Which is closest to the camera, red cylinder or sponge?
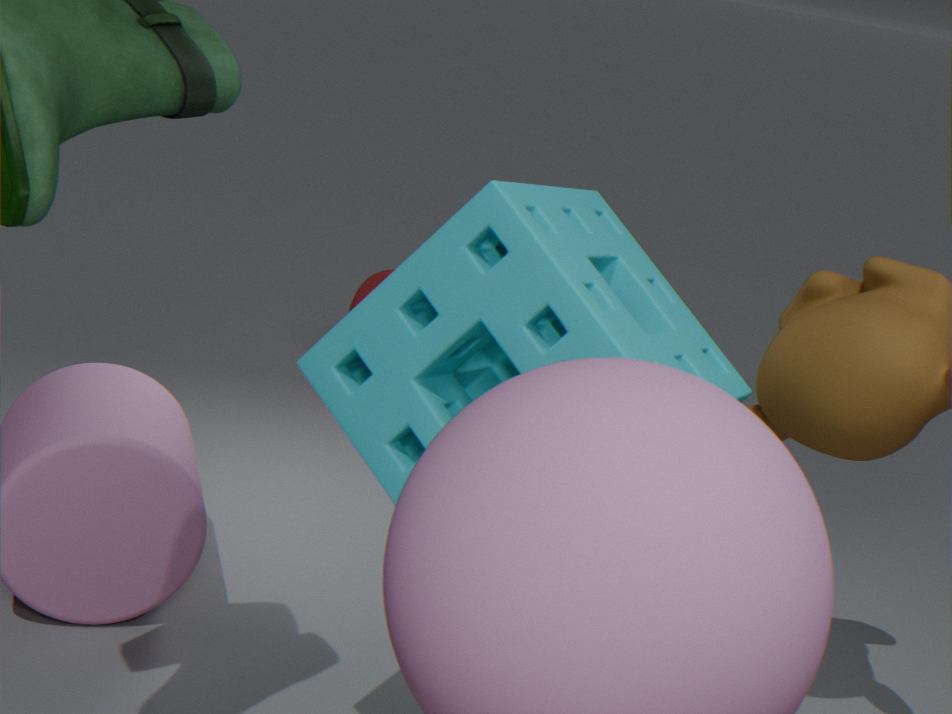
sponge
